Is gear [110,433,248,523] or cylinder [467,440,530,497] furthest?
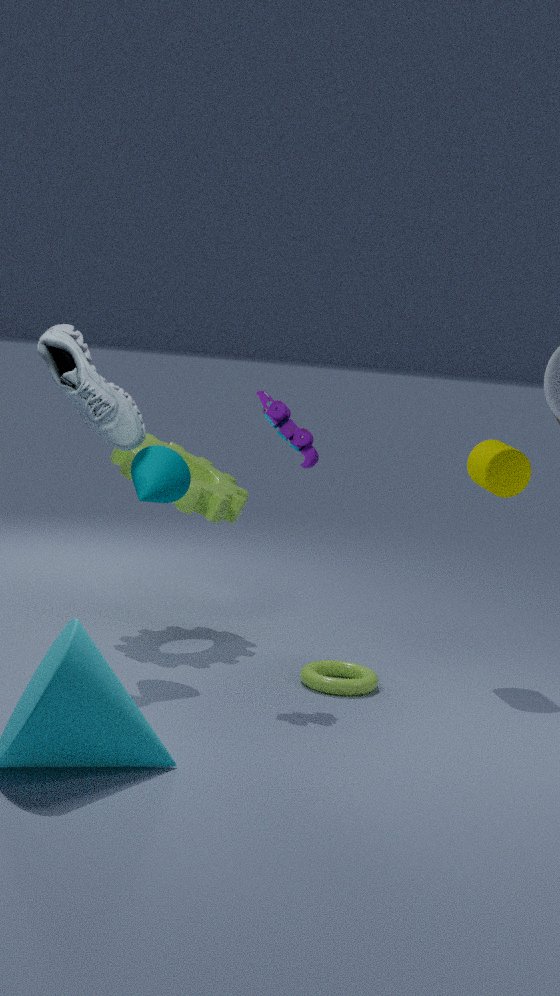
gear [110,433,248,523]
